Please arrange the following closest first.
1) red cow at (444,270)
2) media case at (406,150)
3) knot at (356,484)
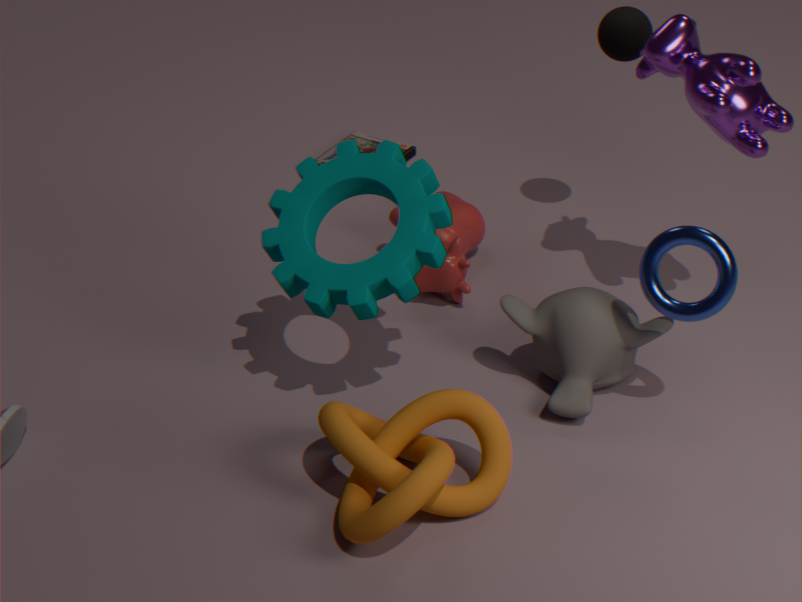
3. knot at (356,484) → 1. red cow at (444,270) → 2. media case at (406,150)
